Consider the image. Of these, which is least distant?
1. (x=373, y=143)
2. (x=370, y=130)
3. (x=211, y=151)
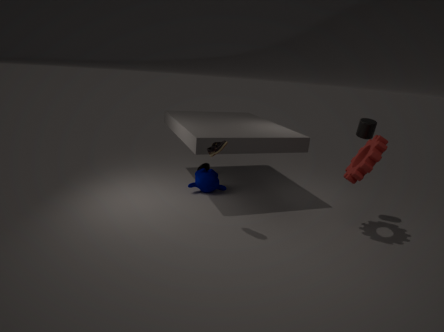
(x=211, y=151)
